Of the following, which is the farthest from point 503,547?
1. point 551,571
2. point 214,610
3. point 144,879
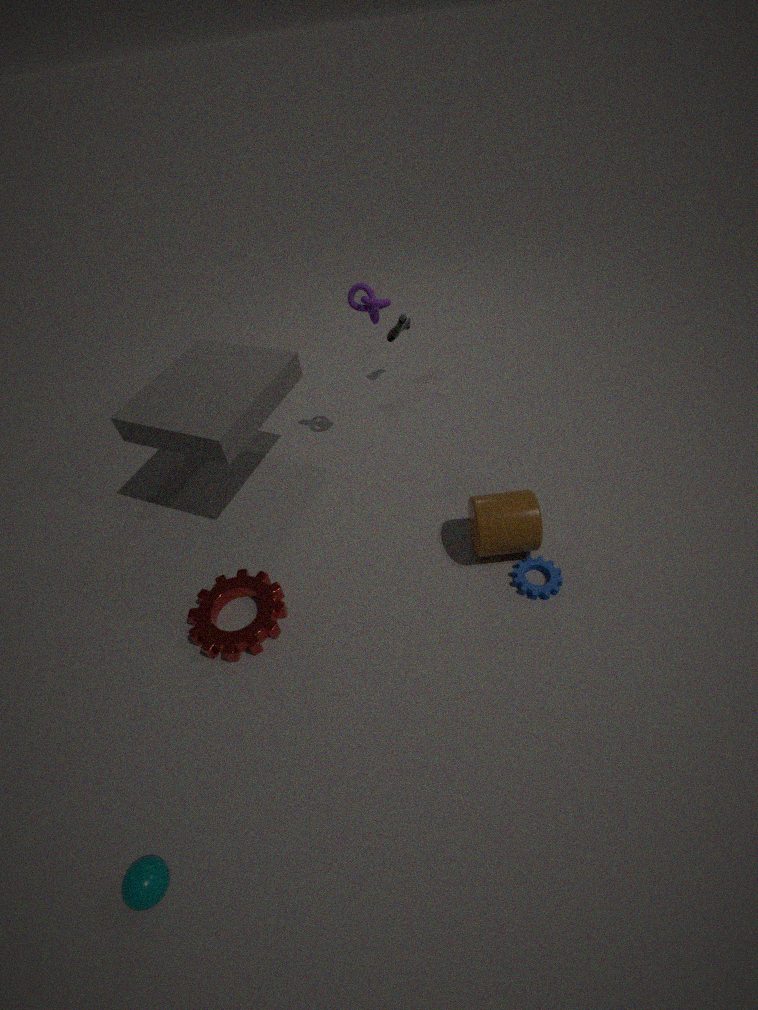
point 144,879
